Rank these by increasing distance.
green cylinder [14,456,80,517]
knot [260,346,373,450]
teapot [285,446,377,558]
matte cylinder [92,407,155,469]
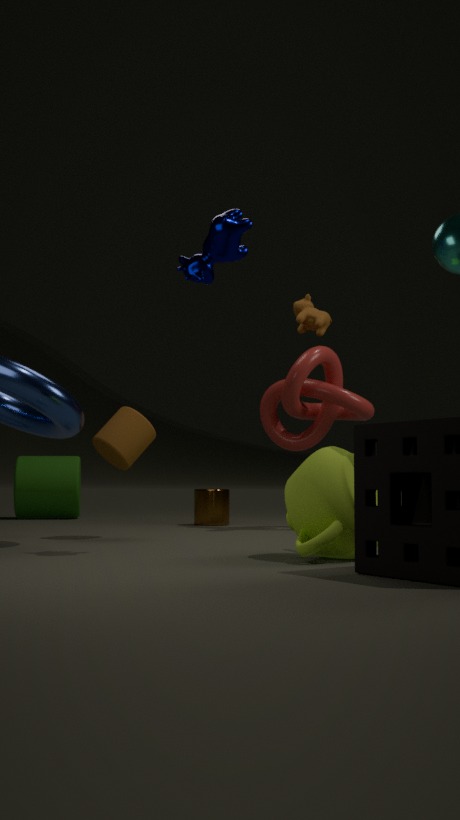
teapot [285,446,377,558] < matte cylinder [92,407,155,469] < knot [260,346,373,450] < green cylinder [14,456,80,517]
